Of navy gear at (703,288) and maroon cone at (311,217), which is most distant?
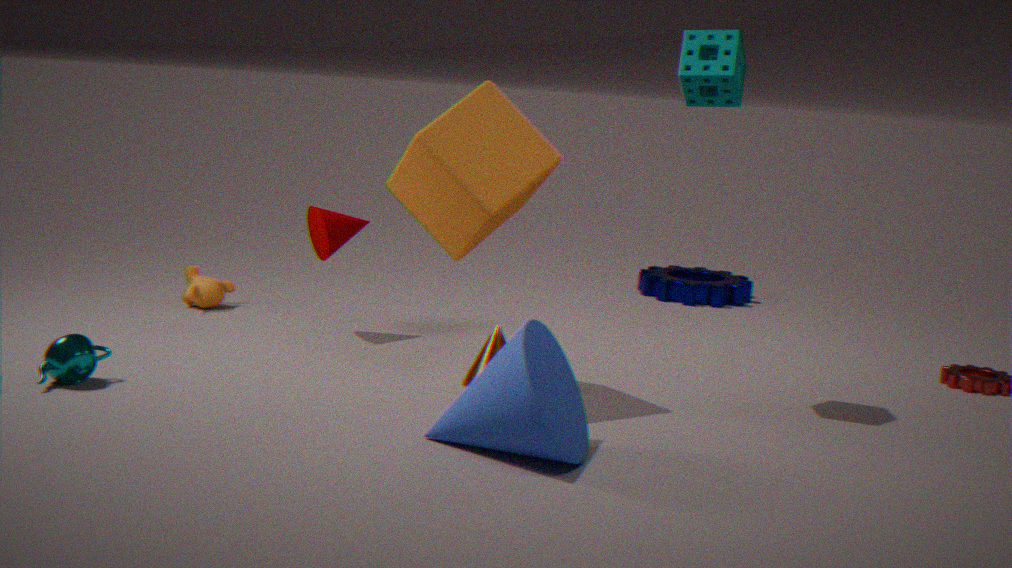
navy gear at (703,288)
